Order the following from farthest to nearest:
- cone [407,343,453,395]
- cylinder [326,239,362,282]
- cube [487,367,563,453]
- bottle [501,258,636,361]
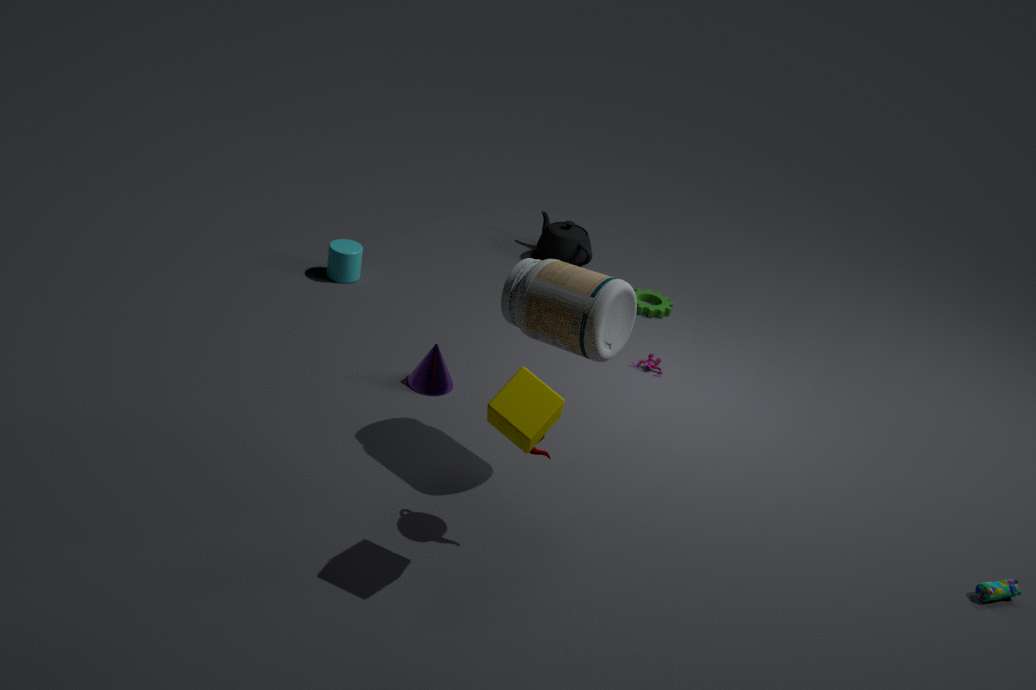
cylinder [326,239,362,282], cone [407,343,453,395], bottle [501,258,636,361], cube [487,367,563,453]
